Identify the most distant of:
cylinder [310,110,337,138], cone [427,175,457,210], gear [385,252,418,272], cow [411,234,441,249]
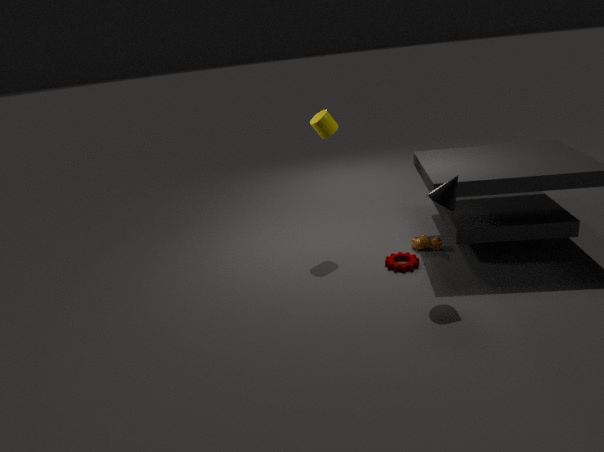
cow [411,234,441,249]
